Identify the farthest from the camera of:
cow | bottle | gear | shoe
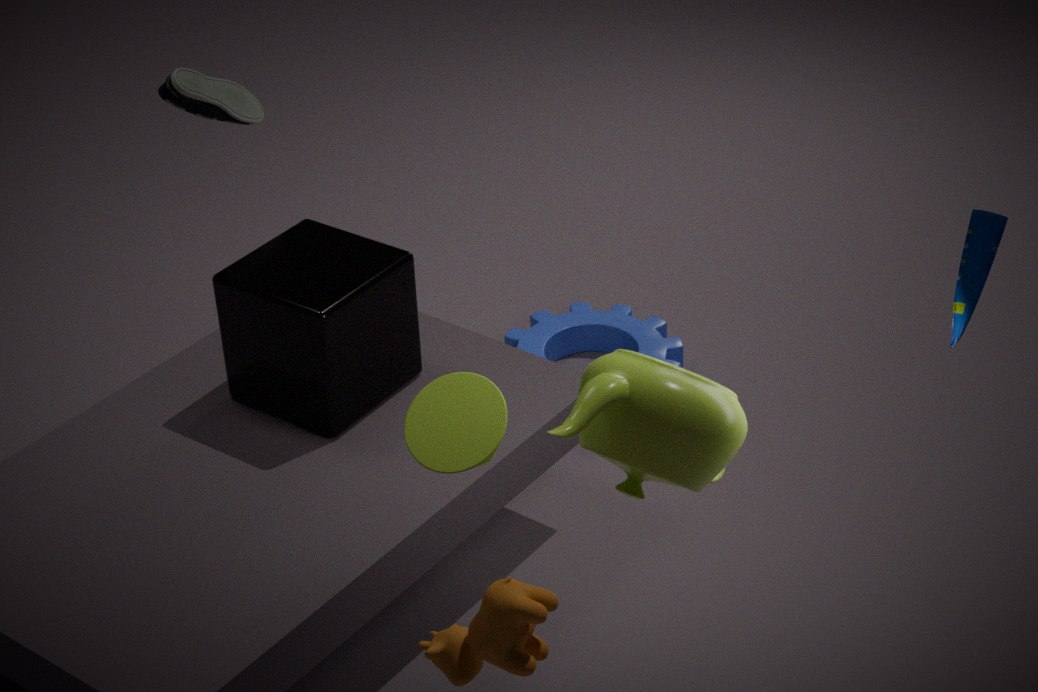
gear
